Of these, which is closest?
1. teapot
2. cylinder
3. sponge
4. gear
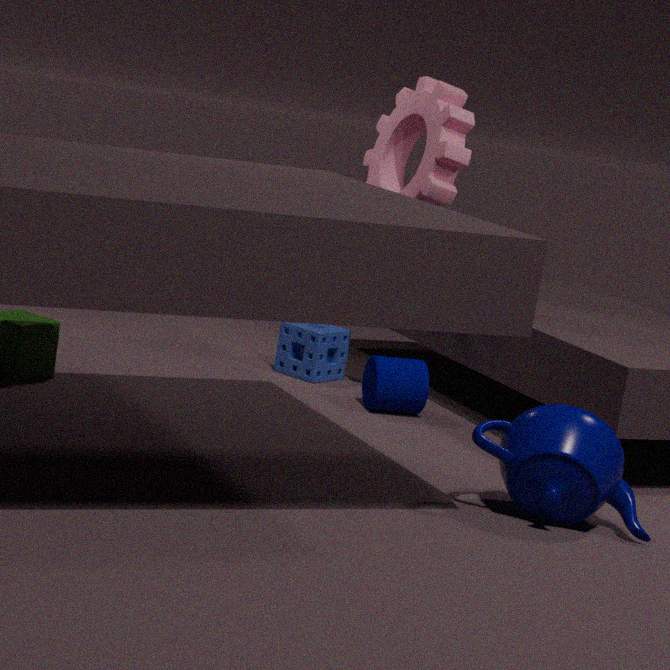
teapot
